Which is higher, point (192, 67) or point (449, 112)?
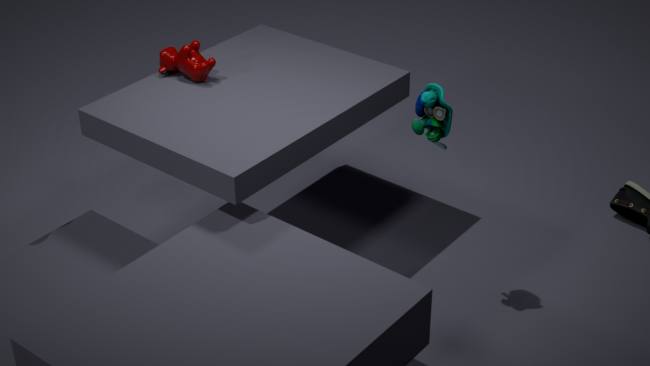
point (449, 112)
